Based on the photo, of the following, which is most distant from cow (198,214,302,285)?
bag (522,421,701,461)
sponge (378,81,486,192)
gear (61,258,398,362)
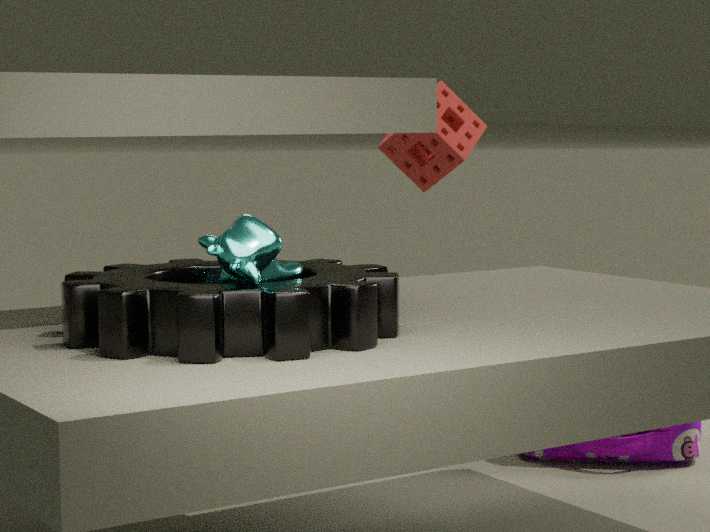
sponge (378,81,486,192)
